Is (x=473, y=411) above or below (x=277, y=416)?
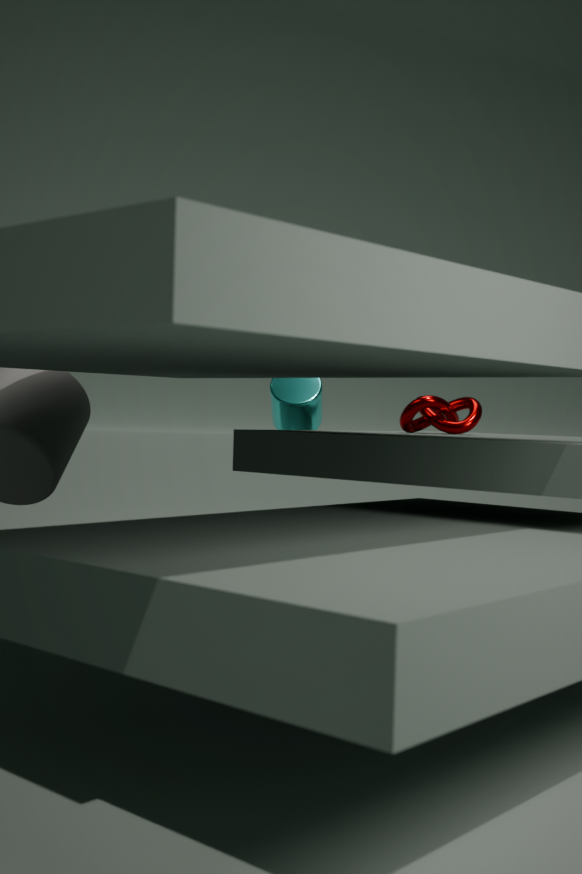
below
